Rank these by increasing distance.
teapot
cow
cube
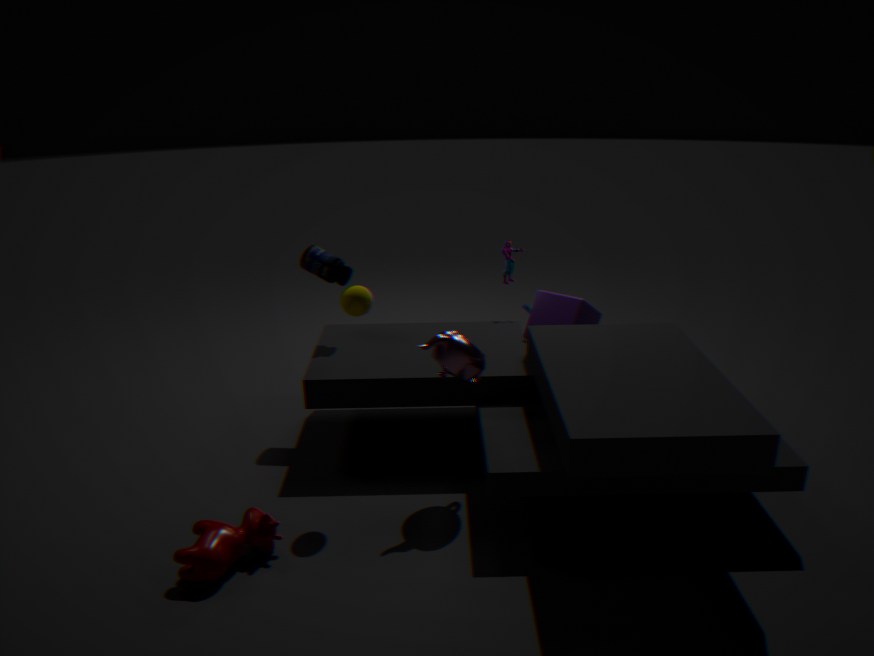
1. cow
2. teapot
3. cube
